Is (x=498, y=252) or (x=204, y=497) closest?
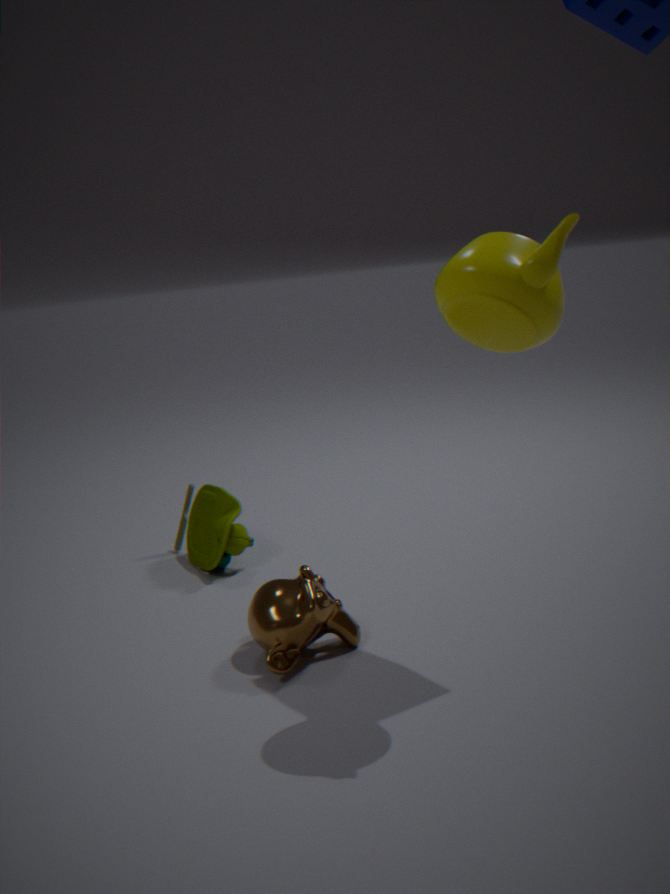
(x=498, y=252)
